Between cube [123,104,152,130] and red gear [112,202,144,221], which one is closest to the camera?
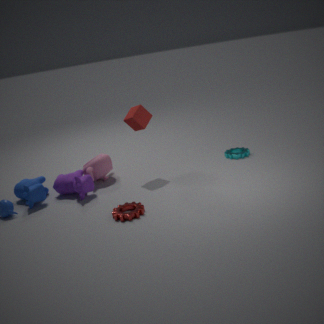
red gear [112,202,144,221]
